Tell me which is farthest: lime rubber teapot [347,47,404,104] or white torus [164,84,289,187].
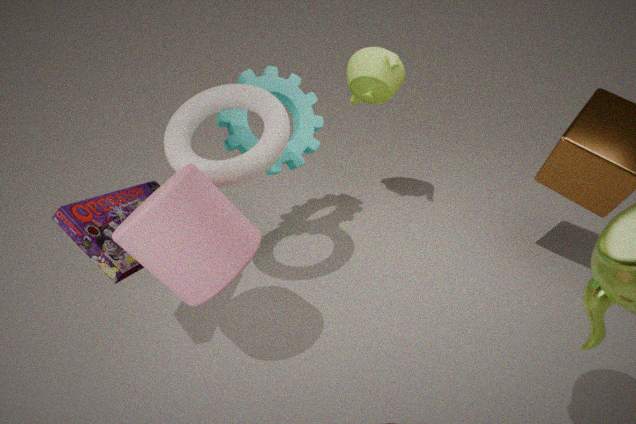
lime rubber teapot [347,47,404,104]
